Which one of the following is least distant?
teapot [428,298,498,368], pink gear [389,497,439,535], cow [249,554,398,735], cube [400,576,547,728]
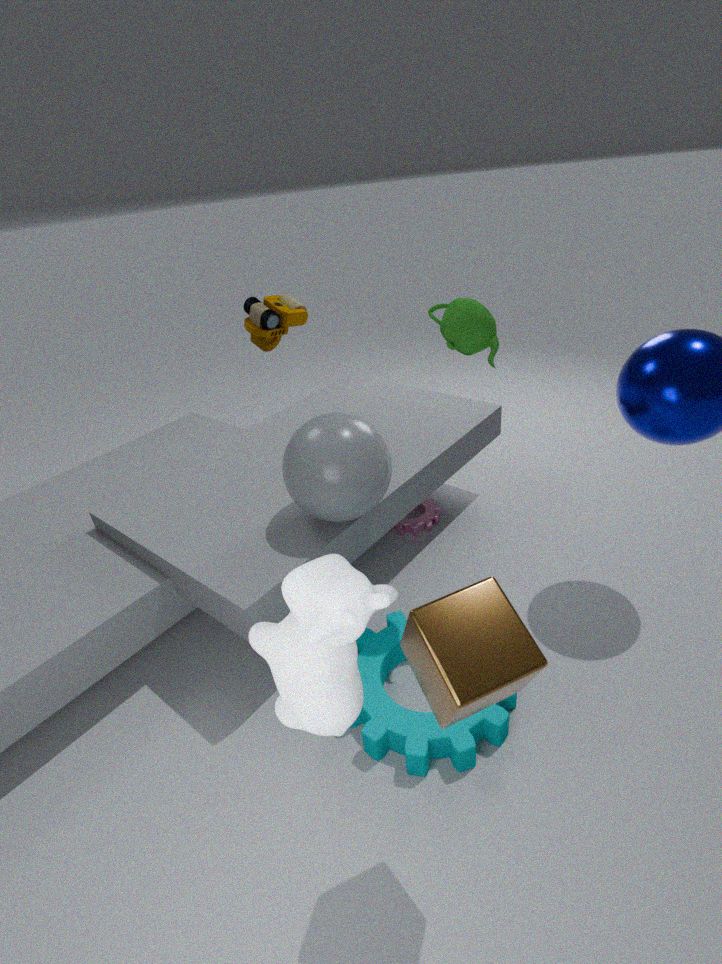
cow [249,554,398,735]
